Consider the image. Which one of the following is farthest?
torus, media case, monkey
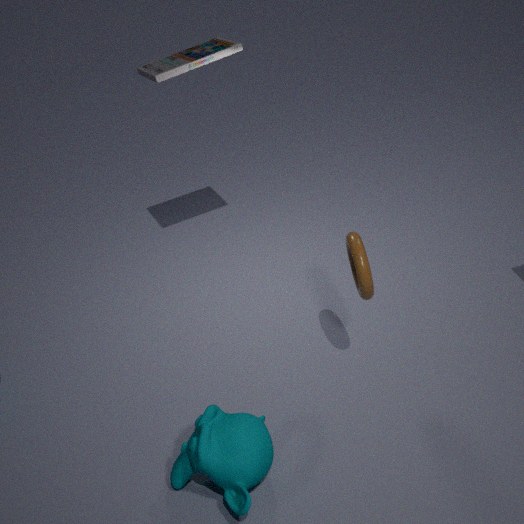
media case
